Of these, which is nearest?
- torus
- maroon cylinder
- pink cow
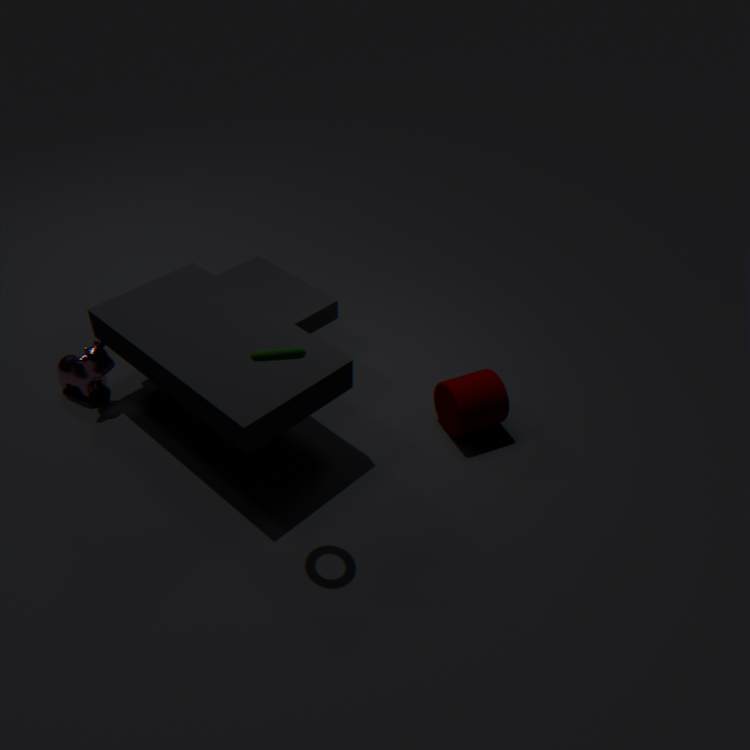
torus
